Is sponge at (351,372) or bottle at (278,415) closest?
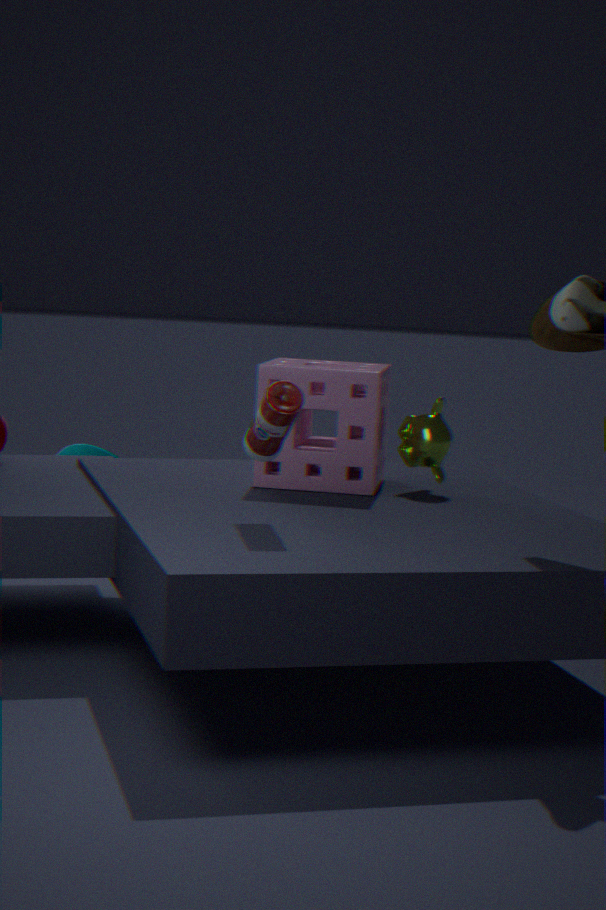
bottle at (278,415)
